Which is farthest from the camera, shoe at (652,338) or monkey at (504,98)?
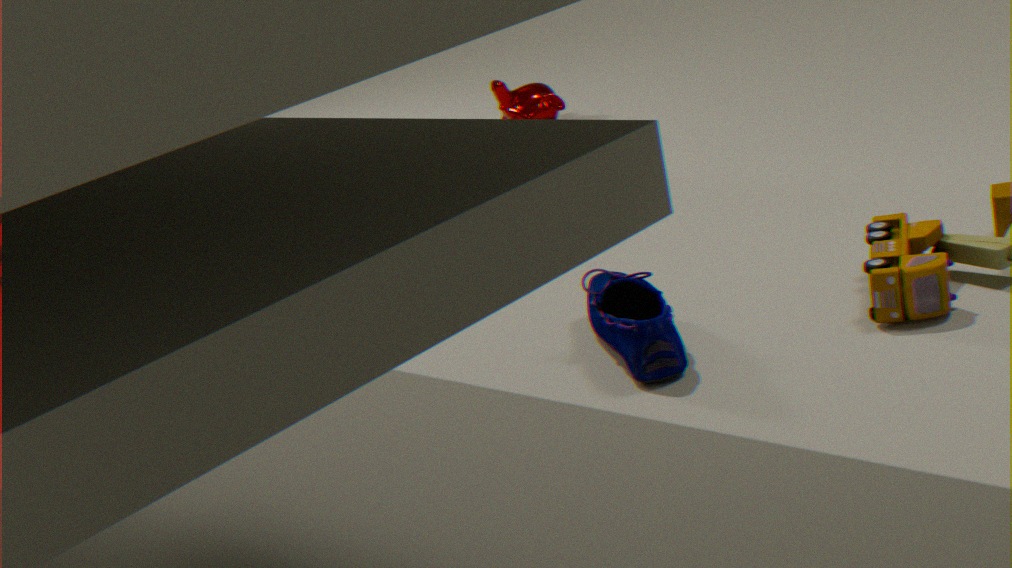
monkey at (504,98)
